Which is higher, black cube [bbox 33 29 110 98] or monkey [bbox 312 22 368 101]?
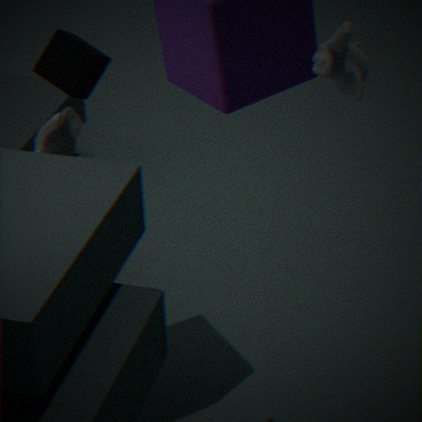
monkey [bbox 312 22 368 101]
